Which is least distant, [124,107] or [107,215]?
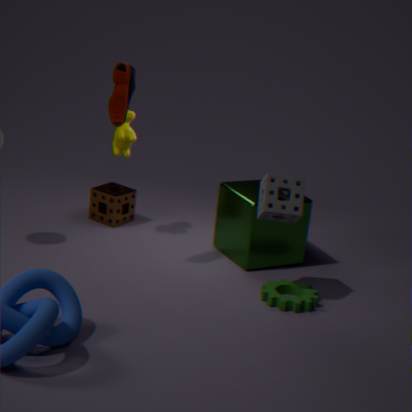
[124,107]
